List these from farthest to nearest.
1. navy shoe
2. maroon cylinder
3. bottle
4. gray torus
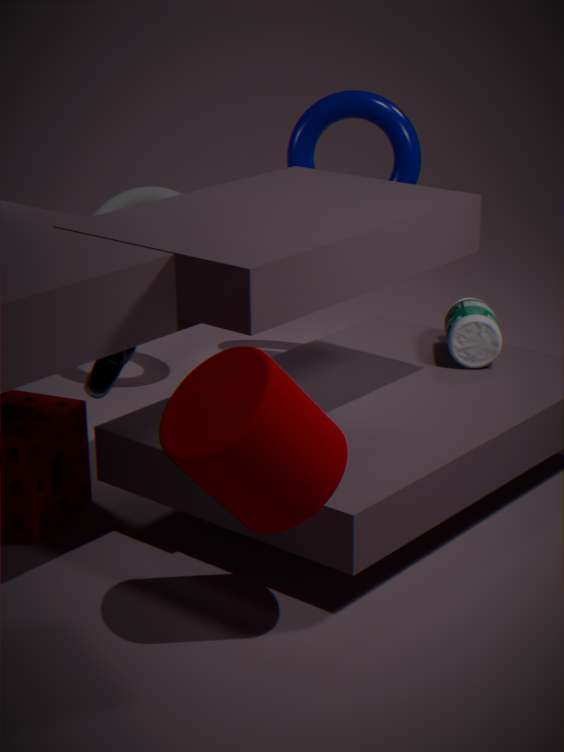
gray torus
bottle
navy shoe
maroon cylinder
